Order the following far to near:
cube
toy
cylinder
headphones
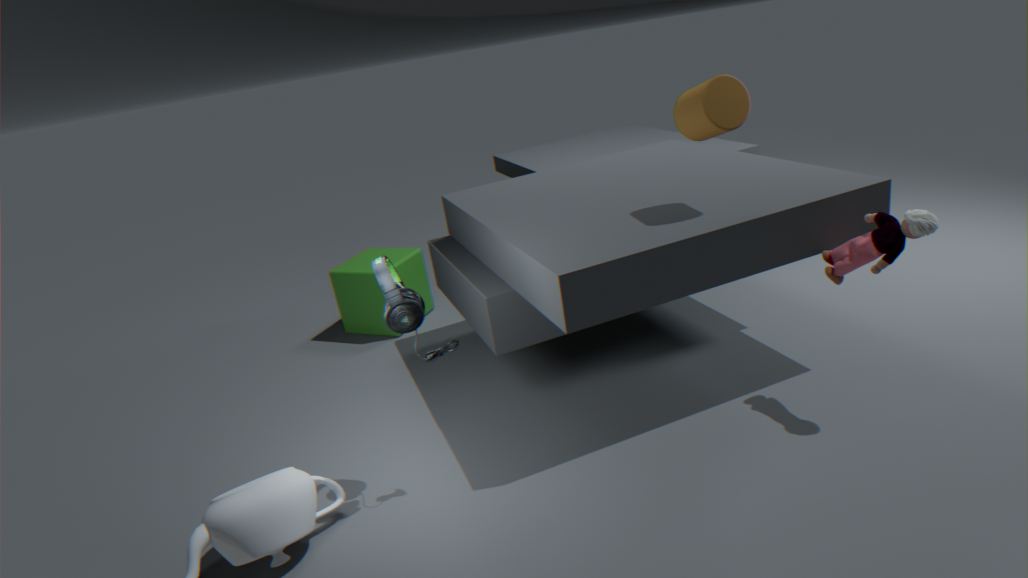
cube, cylinder, toy, headphones
